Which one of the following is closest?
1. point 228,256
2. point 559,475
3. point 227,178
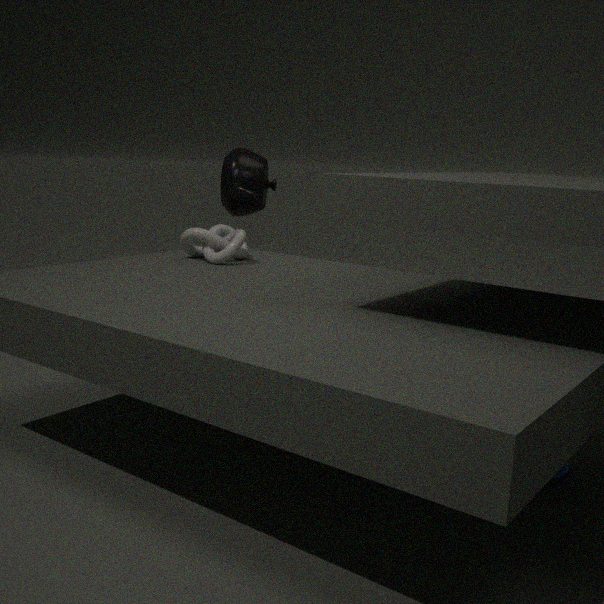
point 559,475
